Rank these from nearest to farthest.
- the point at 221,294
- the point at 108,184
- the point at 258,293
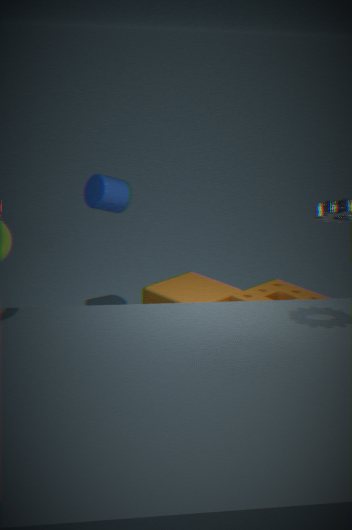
1. the point at 221,294
2. the point at 258,293
3. the point at 108,184
